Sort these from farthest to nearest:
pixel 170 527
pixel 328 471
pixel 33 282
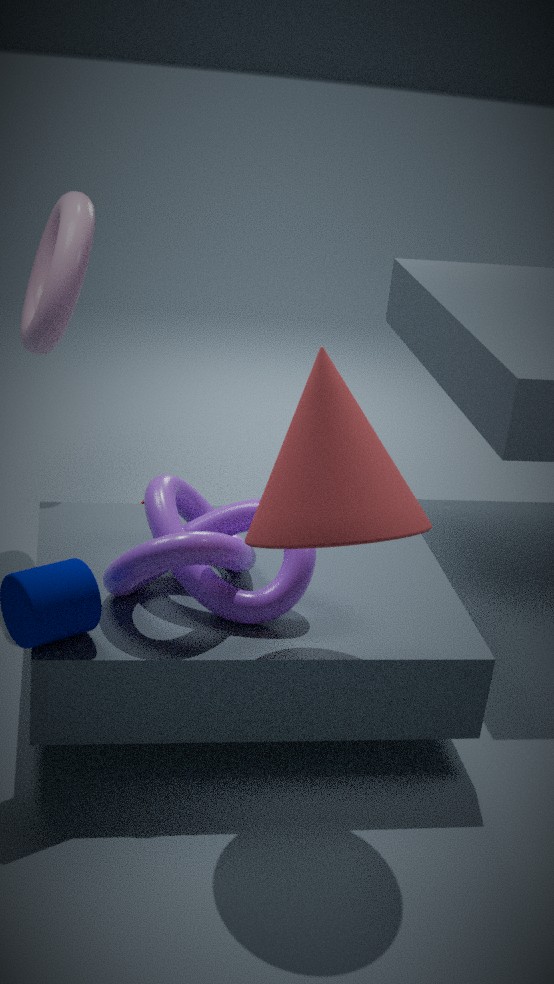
pixel 33 282 → pixel 170 527 → pixel 328 471
